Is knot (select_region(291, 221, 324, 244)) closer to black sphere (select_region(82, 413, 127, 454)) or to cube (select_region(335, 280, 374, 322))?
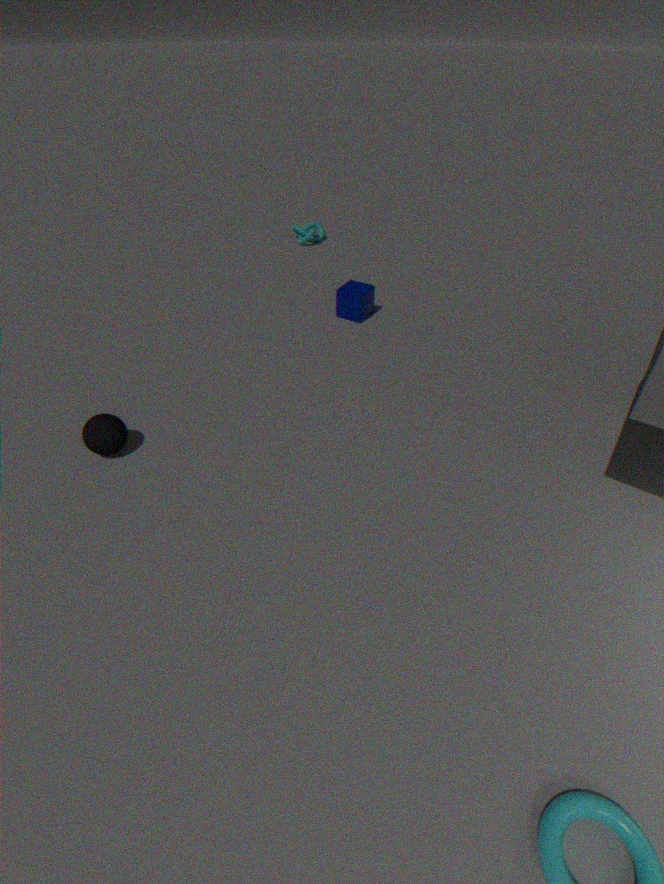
cube (select_region(335, 280, 374, 322))
